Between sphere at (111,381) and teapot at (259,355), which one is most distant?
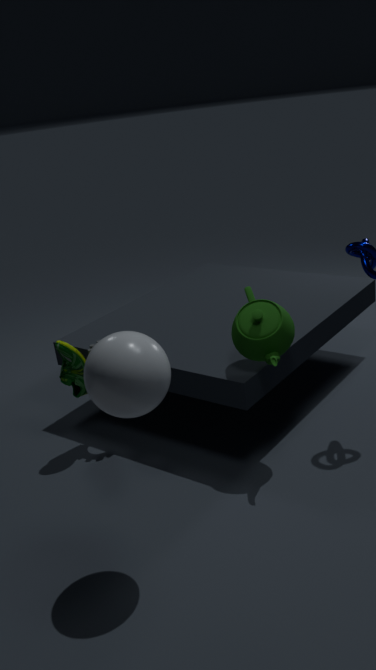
teapot at (259,355)
